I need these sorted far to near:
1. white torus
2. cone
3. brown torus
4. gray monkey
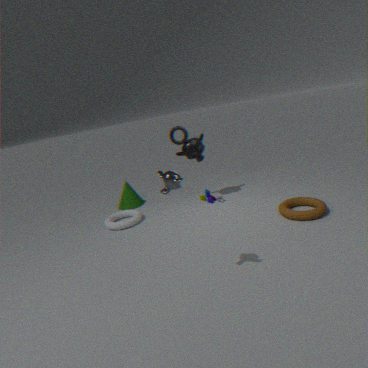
cone, white torus, brown torus, gray monkey
